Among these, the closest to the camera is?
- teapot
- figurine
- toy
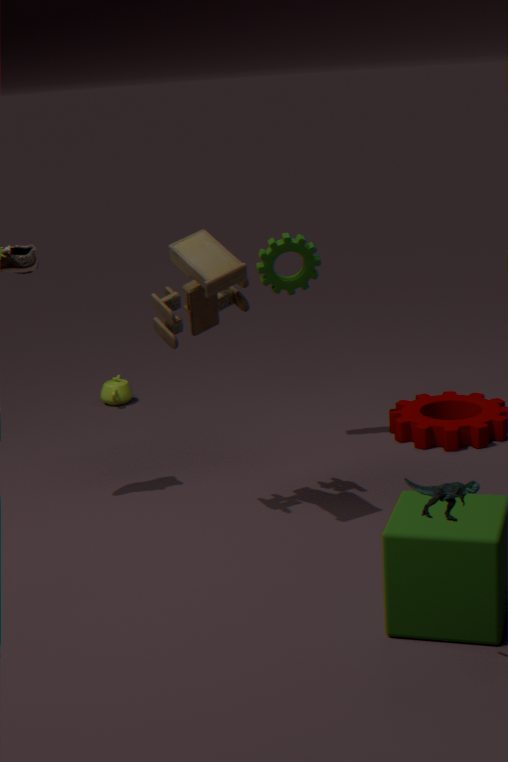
figurine
